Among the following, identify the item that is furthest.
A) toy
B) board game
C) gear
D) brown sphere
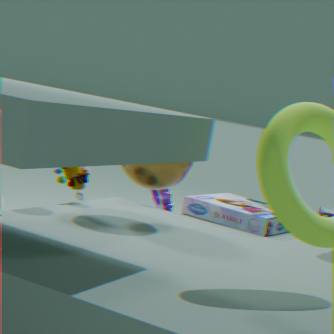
gear
